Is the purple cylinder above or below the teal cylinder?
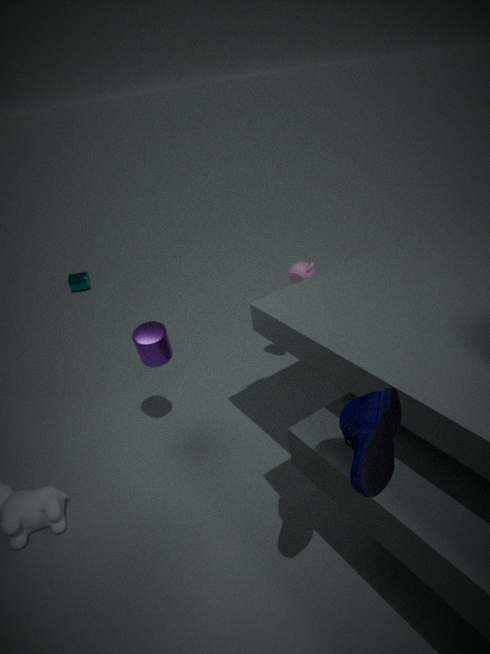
above
